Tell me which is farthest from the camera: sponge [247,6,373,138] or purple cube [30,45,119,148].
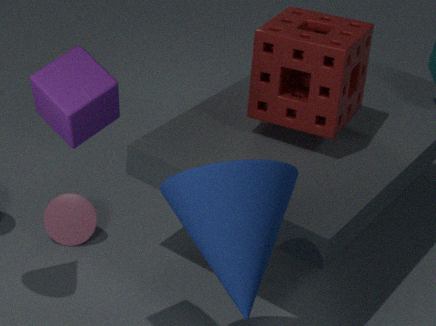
sponge [247,6,373,138]
